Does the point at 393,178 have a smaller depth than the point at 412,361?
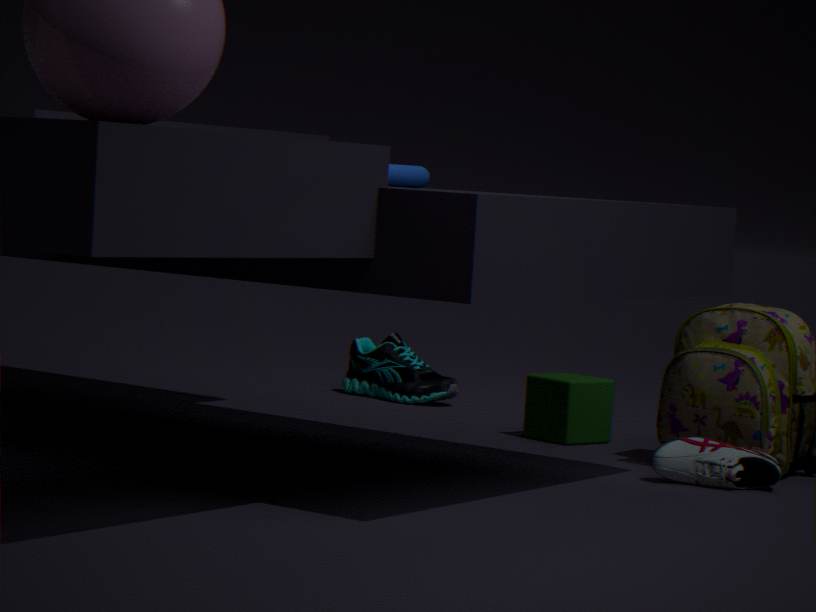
Yes
